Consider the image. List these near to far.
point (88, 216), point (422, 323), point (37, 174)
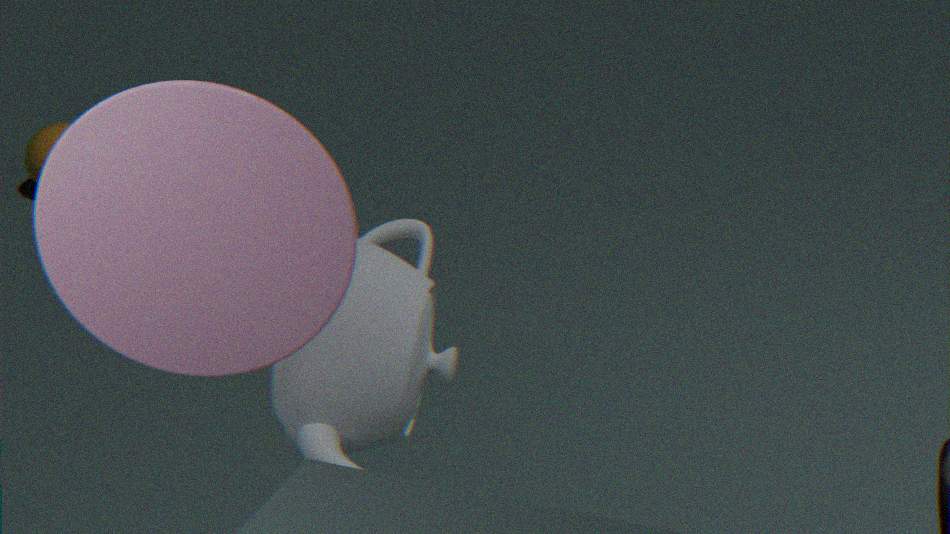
point (88, 216) → point (422, 323) → point (37, 174)
